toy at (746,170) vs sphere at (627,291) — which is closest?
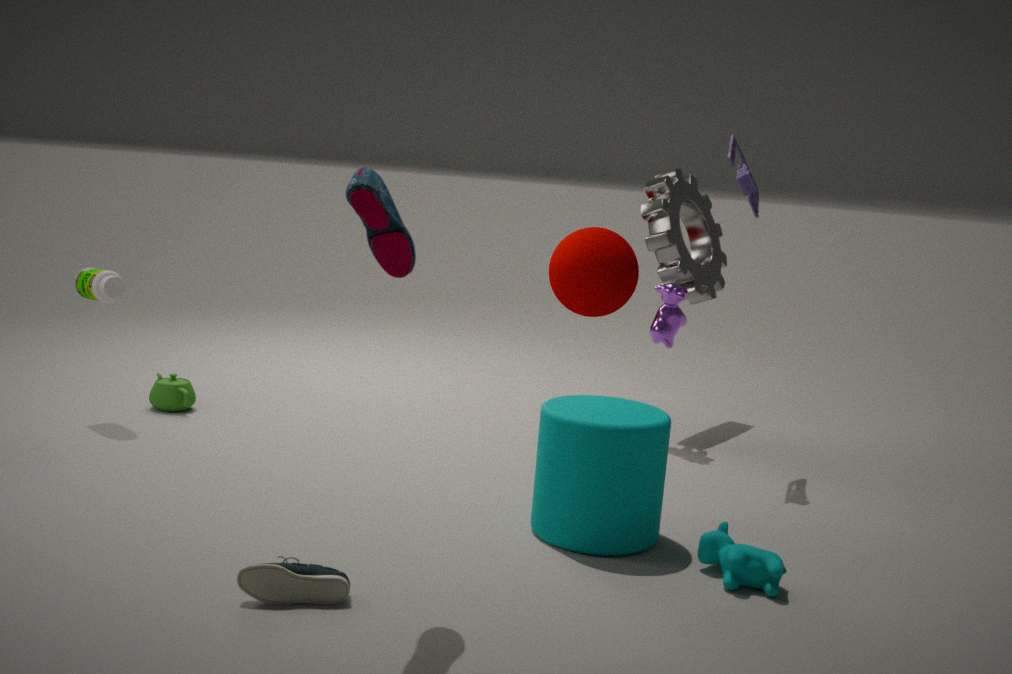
toy at (746,170)
